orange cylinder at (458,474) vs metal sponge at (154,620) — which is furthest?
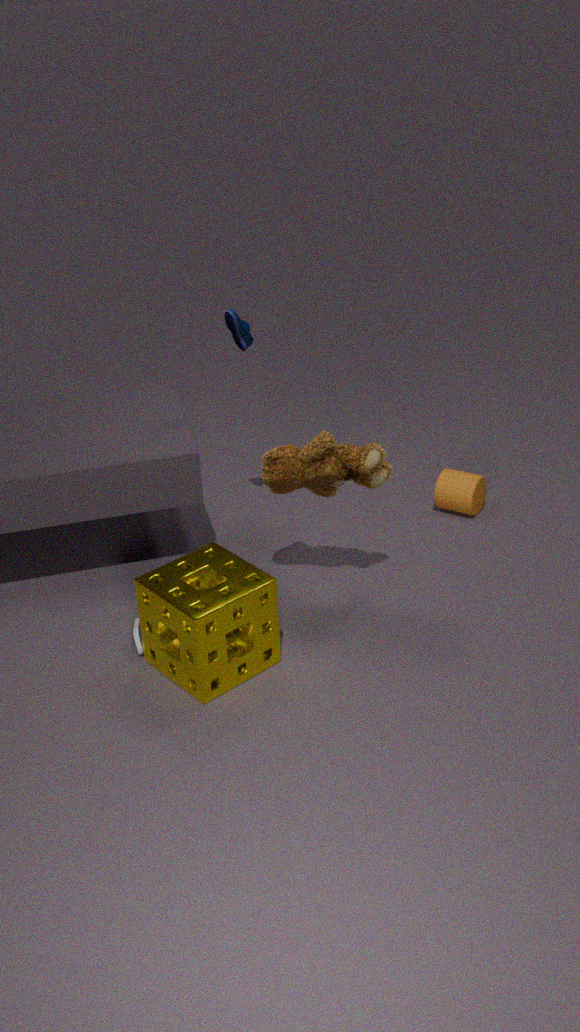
orange cylinder at (458,474)
